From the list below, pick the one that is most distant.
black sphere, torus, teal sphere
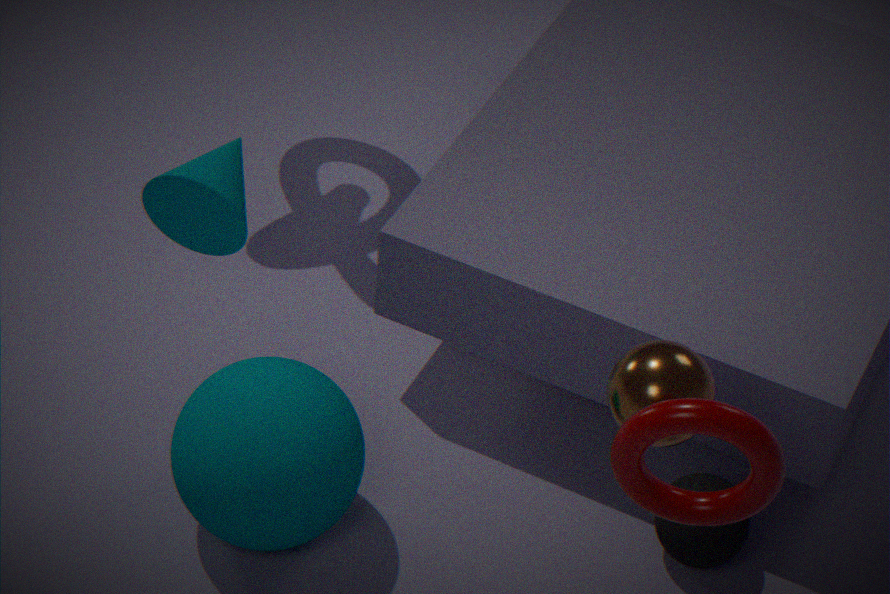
black sphere
